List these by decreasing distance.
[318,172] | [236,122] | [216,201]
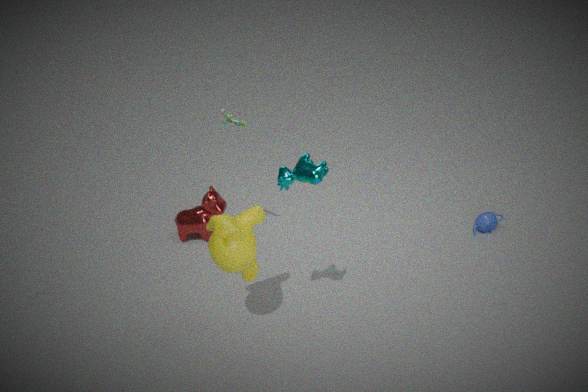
1. [216,201]
2. [236,122]
3. [318,172]
